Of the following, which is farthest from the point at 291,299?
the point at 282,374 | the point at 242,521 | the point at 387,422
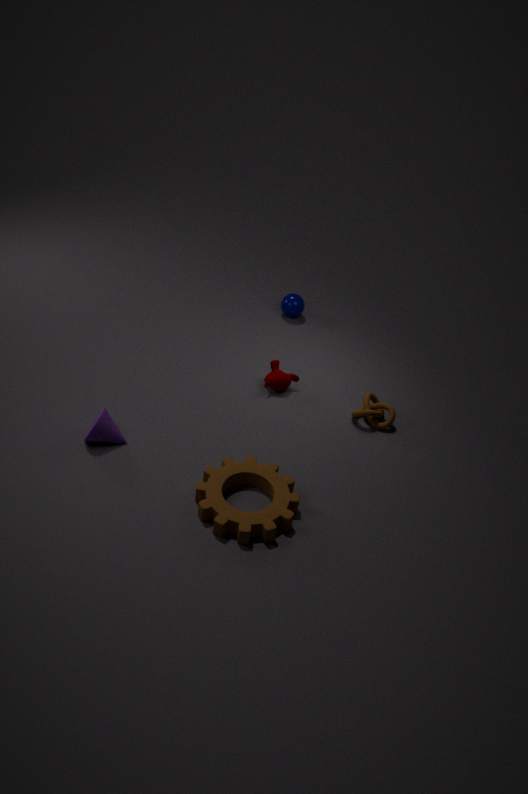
the point at 242,521
